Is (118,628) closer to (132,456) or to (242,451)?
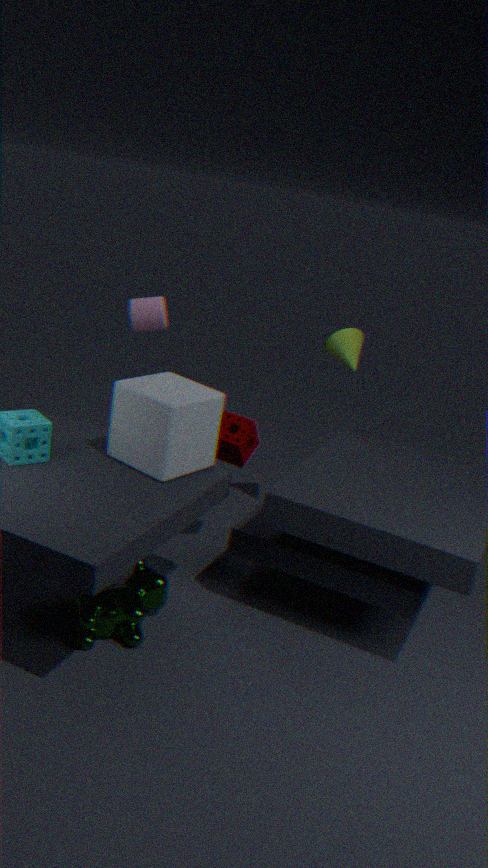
(132,456)
